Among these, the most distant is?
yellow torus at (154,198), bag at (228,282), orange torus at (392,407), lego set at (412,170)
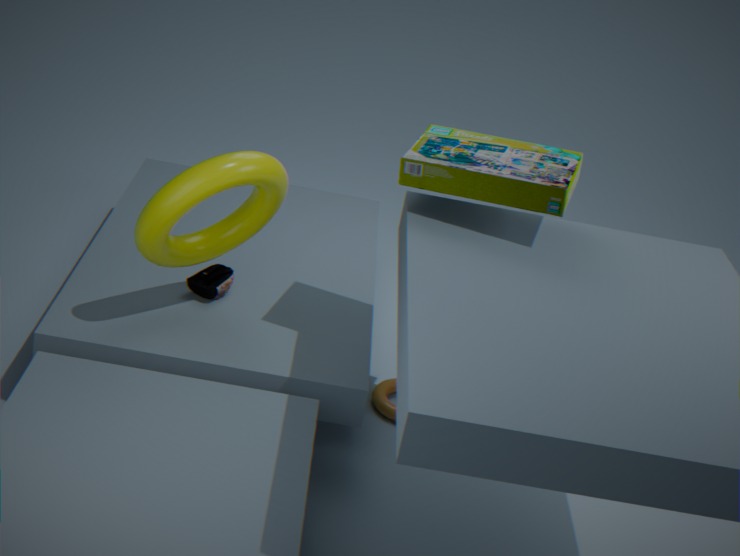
orange torus at (392,407)
